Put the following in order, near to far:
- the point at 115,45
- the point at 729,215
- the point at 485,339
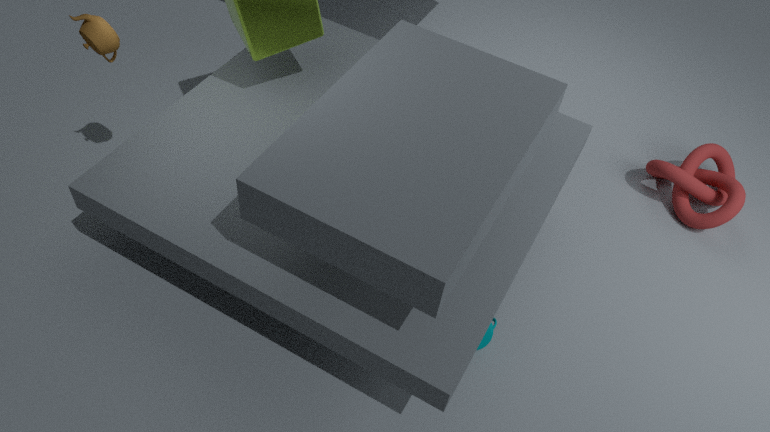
the point at 115,45
the point at 485,339
the point at 729,215
